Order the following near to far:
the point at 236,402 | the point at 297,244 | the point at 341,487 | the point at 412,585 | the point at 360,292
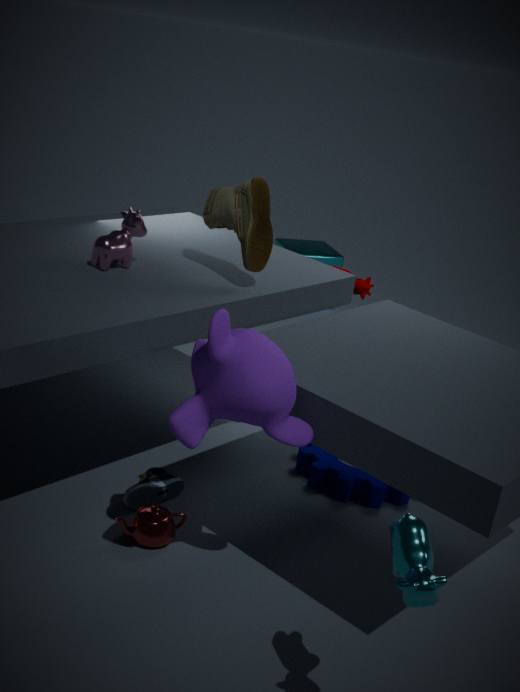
1. the point at 412,585
2. the point at 236,402
3. the point at 341,487
4. the point at 360,292
5. the point at 297,244
